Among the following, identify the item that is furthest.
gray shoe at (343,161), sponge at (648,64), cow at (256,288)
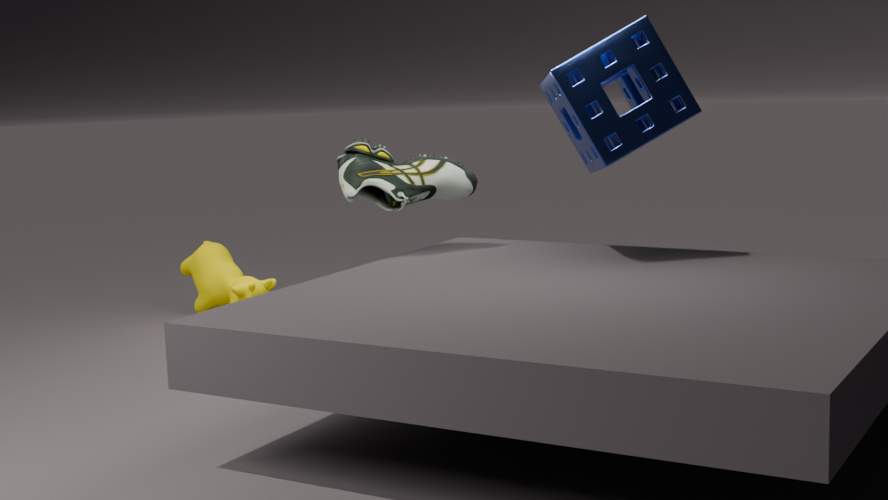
cow at (256,288)
